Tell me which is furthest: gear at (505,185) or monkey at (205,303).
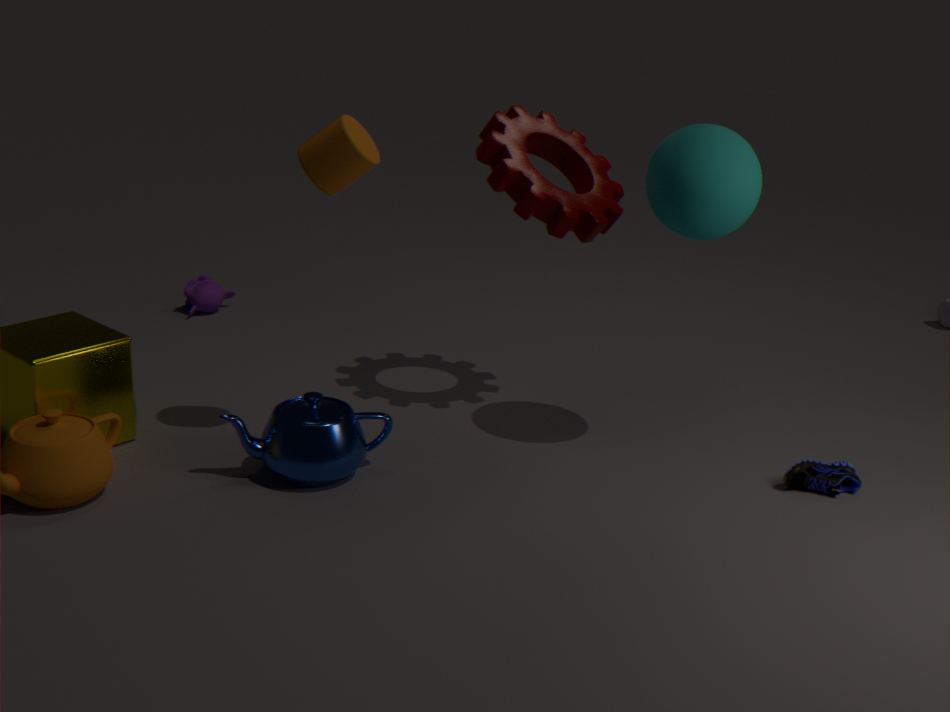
monkey at (205,303)
